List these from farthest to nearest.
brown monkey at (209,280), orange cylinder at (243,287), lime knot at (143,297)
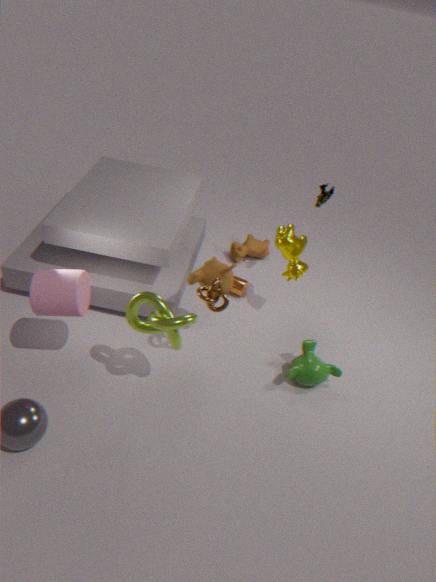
orange cylinder at (243,287) → brown monkey at (209,280) → lime knot at (143,297)
